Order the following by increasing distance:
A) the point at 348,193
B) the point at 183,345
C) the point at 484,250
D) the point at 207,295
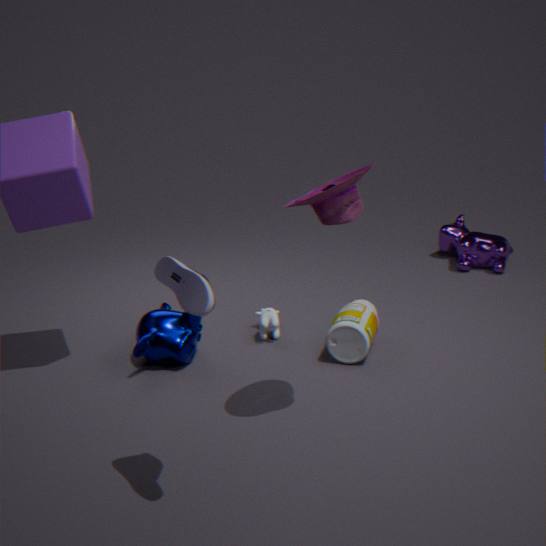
the point at 207,295, the point at 348,193, the point at 183,345, the point at 484,250
